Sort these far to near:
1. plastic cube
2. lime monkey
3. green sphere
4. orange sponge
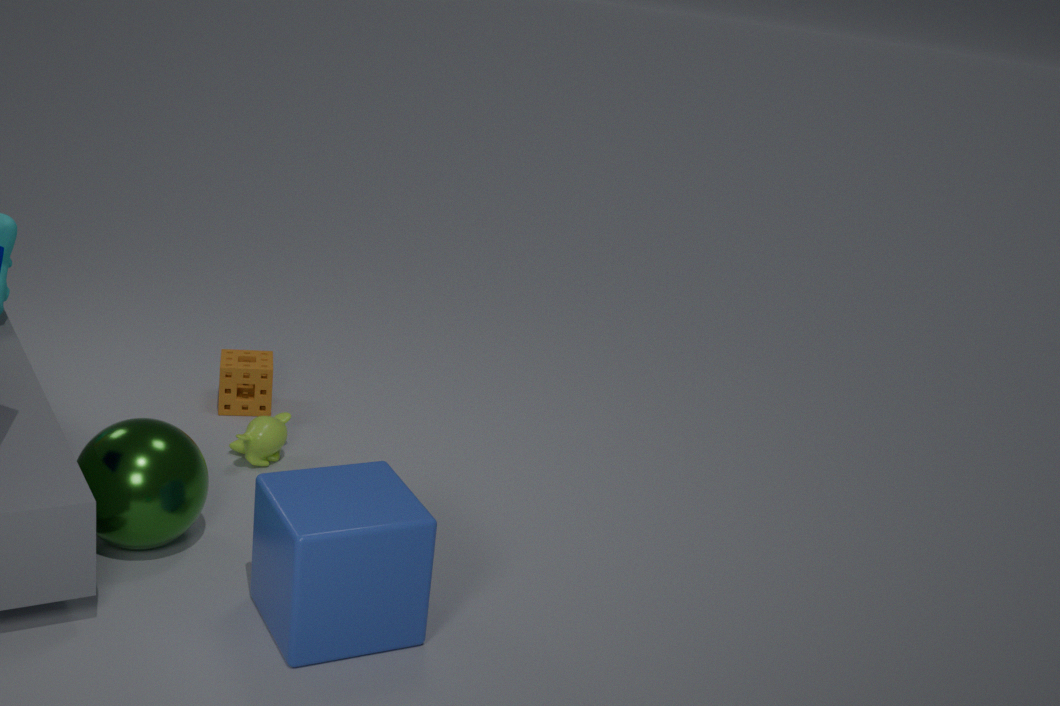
orange sponge
lime monkey
green sphere
plastic cube
